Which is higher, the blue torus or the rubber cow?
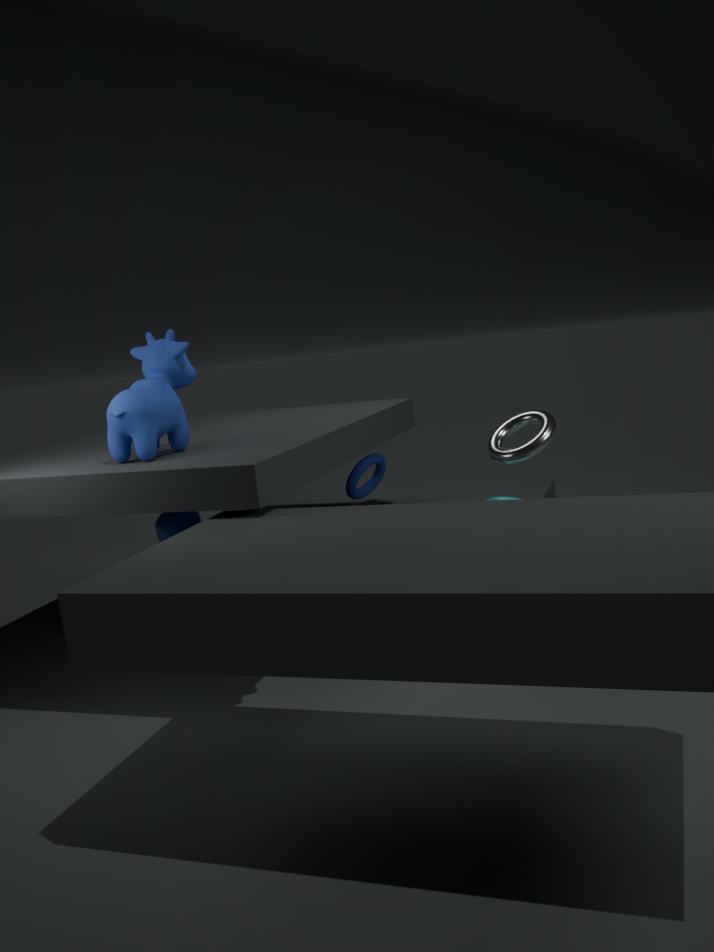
the rubber cow
